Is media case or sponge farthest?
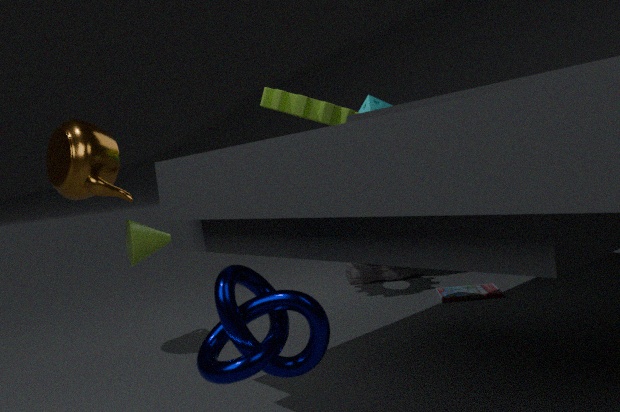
sponge
